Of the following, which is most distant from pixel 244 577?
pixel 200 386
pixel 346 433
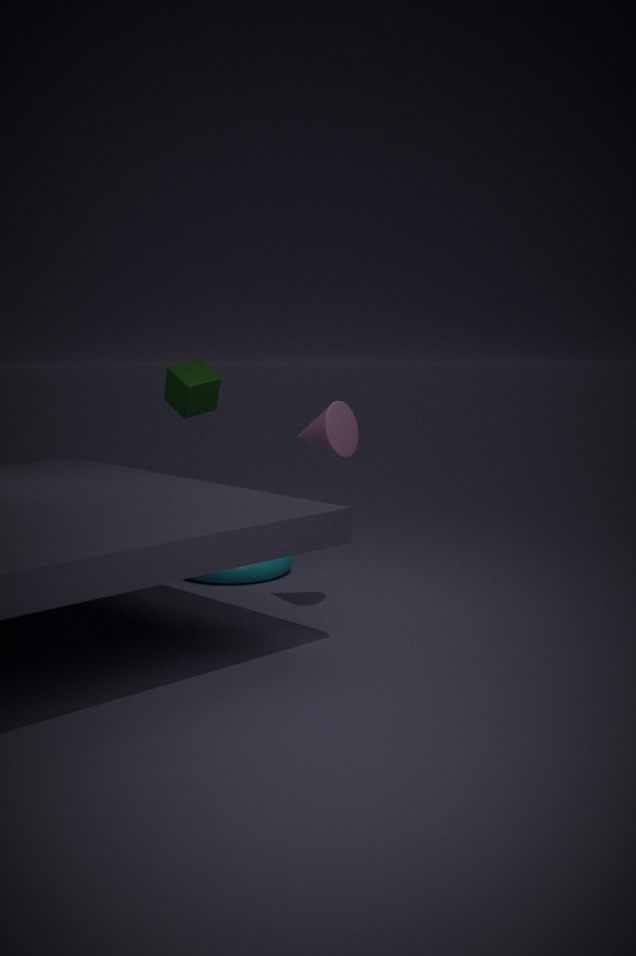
pixel 346 433
